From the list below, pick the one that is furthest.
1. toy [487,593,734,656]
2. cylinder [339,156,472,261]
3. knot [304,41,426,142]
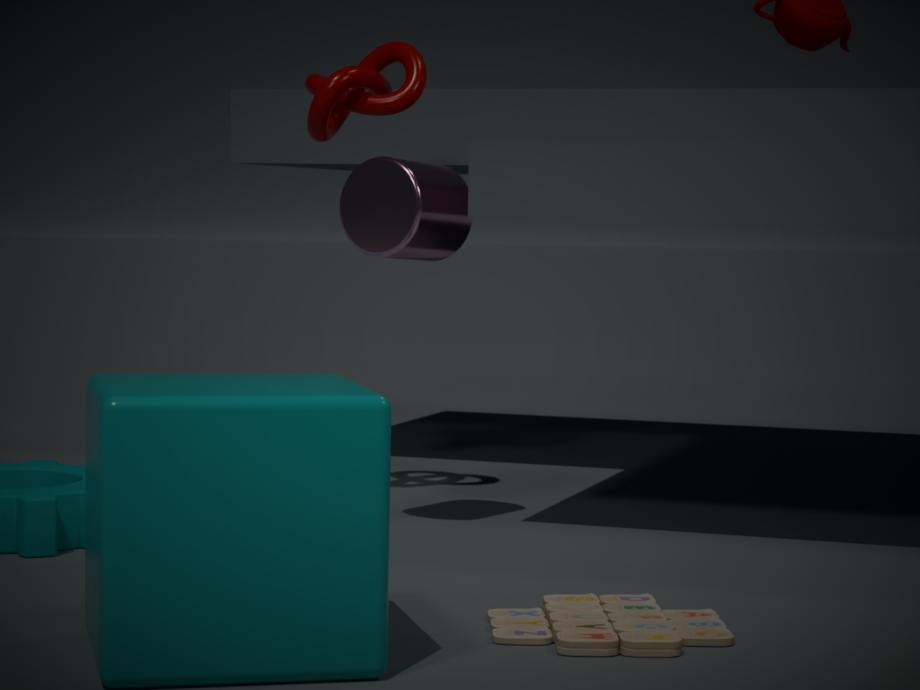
knot [304,41,426,142]
